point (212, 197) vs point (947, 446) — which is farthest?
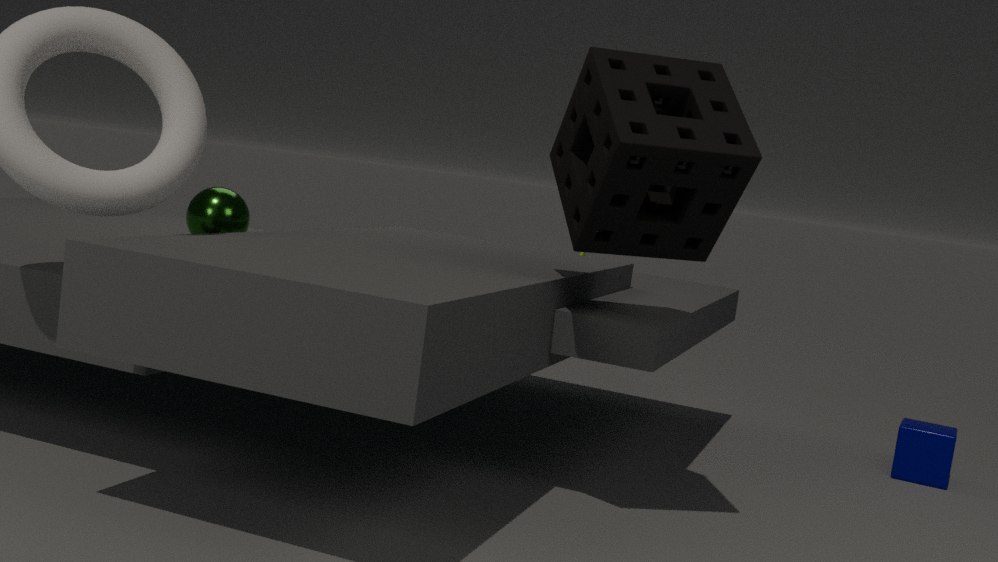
point (947, 446)
